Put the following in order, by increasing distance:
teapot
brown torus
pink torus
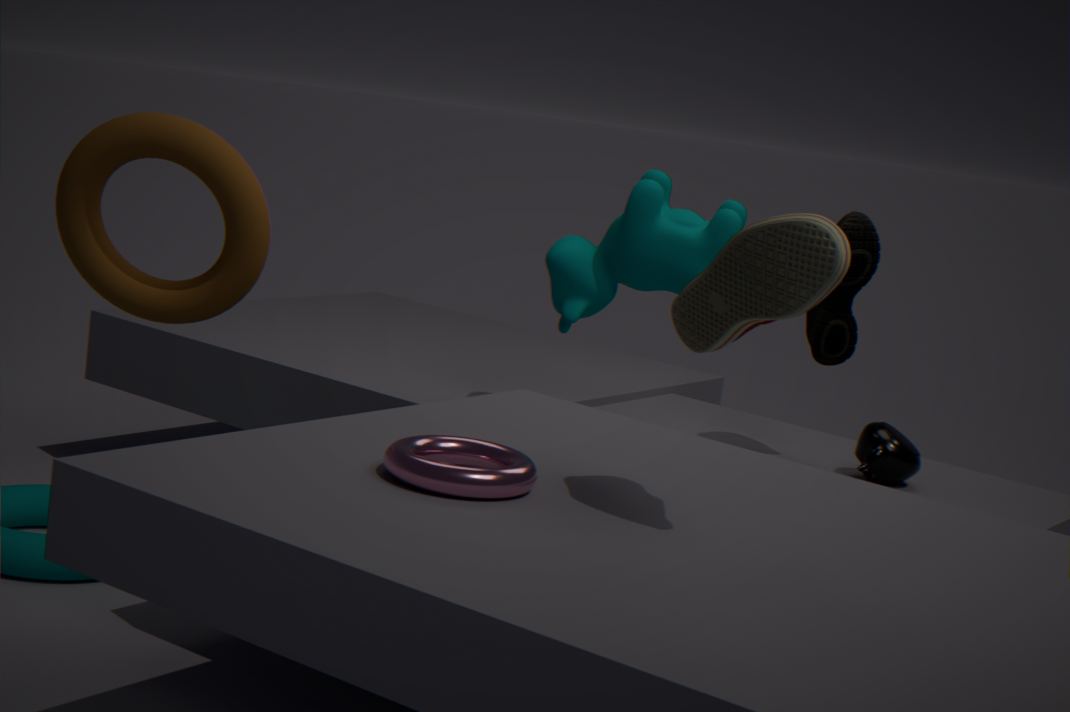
pink torus, brown torus, teapot
